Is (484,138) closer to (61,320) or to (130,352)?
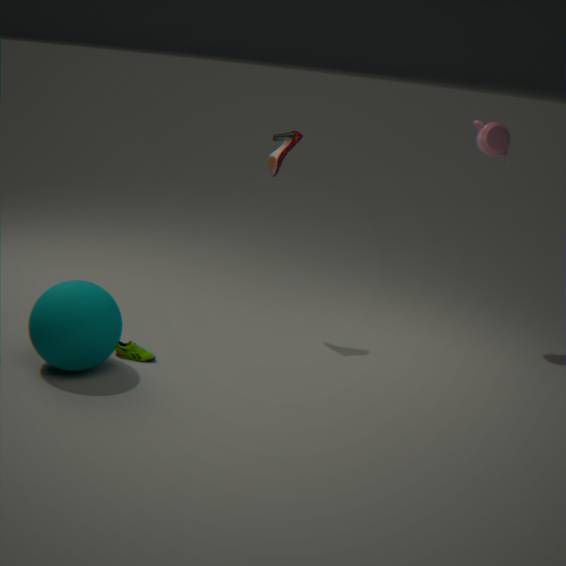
(130,352)
